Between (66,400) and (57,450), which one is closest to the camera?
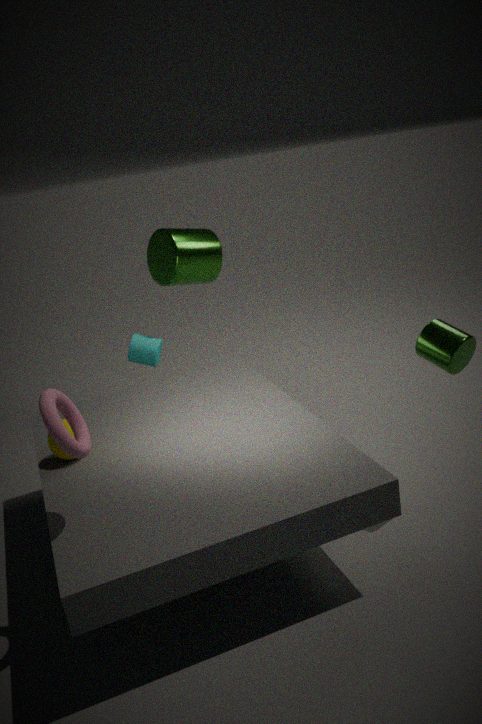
(66,400)
